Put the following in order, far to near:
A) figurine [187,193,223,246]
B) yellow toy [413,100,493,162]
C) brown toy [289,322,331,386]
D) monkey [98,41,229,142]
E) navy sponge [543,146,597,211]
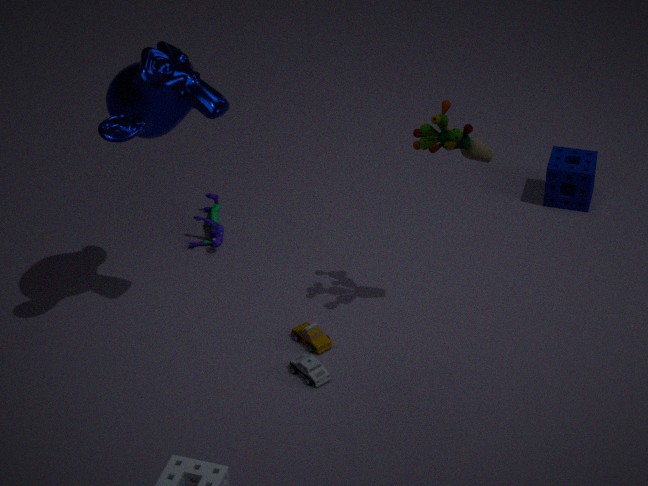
navy sponge [543,146,597,211] → figurine [187,193,223,246] → brown toy [289,322,331,386] → yellow toy [413,100,493,162] → monkey [98,41,229,142]
